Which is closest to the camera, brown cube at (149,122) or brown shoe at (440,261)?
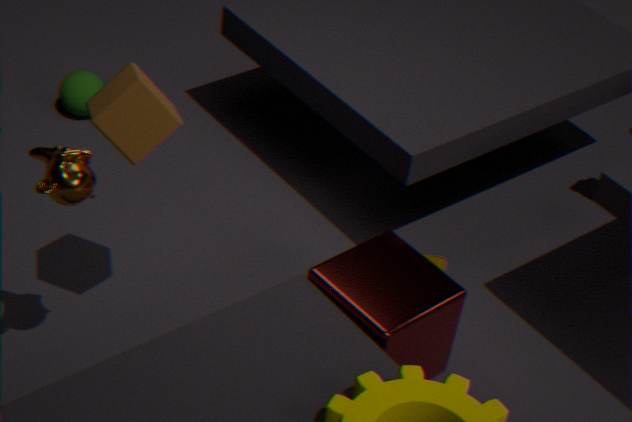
brown cube at (149,122)
